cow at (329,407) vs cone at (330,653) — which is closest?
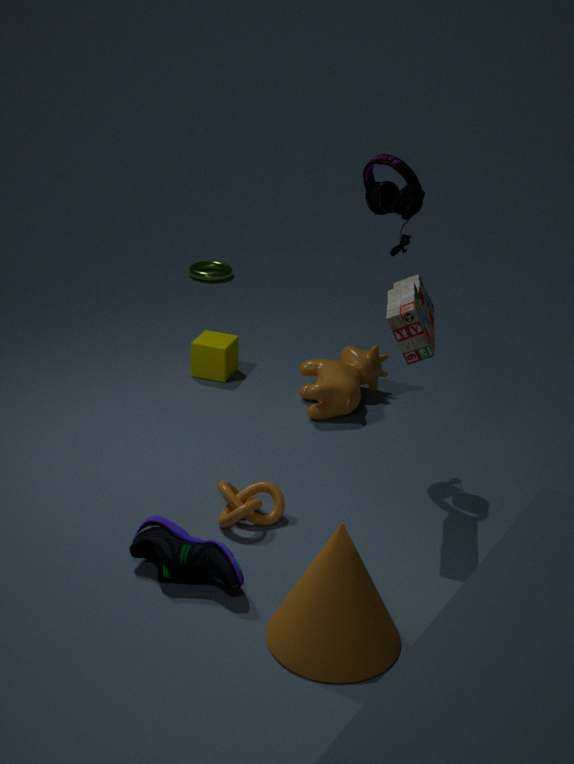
cone at (330,653)
